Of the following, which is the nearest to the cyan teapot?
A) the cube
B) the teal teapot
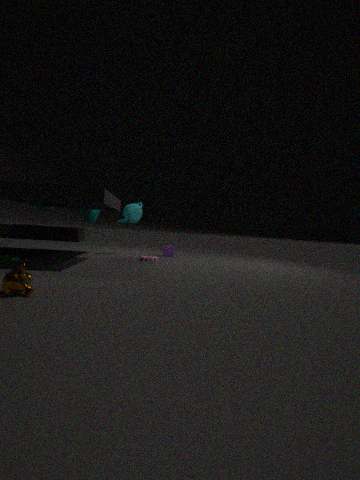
the teal teapot
